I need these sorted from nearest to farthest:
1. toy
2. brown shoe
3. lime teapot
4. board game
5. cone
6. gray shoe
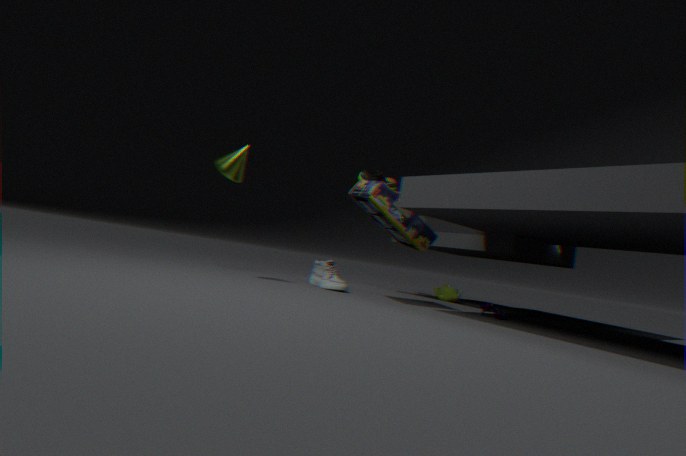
toy
board game
gray shoe
cone
lime teapot
brown shoe
